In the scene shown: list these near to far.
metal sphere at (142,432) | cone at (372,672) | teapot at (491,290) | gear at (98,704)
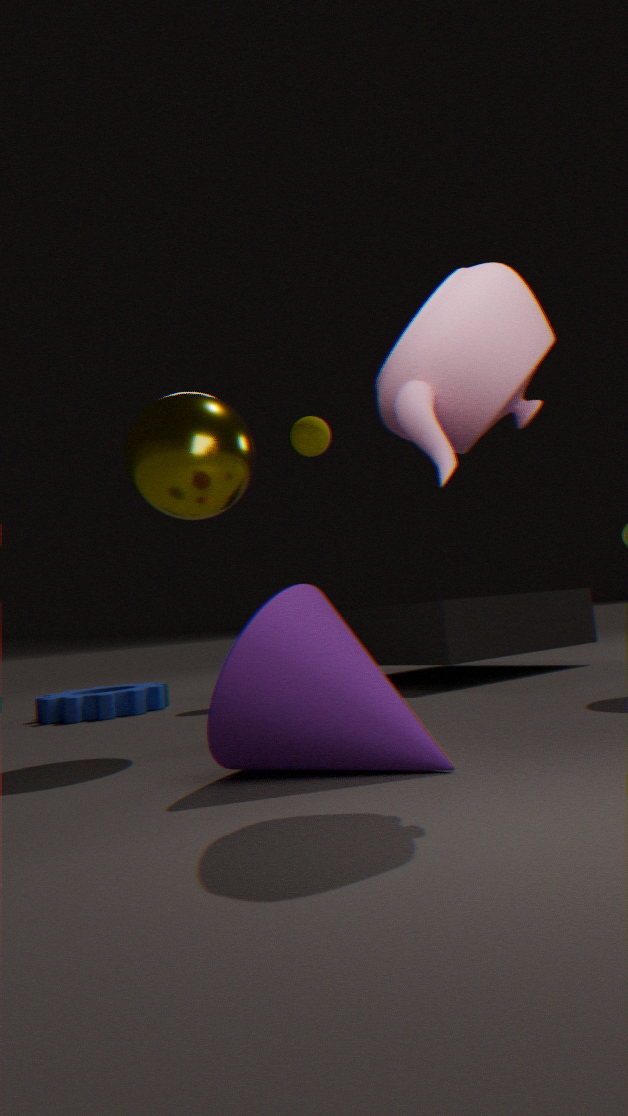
teapot at (491,290) → cone at (372,672) → metal sphere at (142,432) → gear at (98,704)
